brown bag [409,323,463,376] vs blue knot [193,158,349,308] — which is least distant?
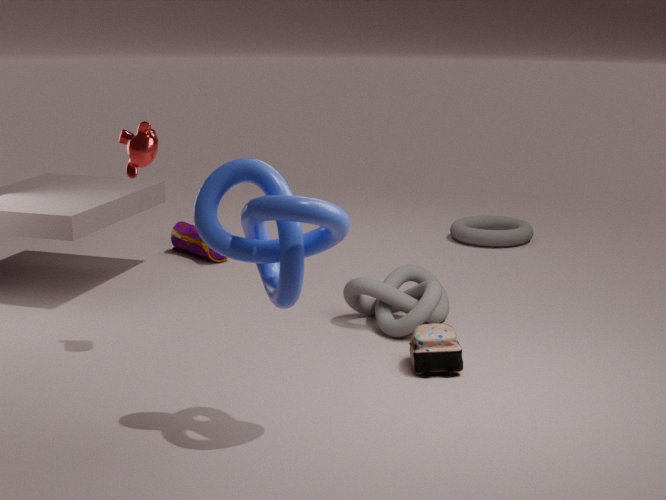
blue knot [193,158,349,308]
